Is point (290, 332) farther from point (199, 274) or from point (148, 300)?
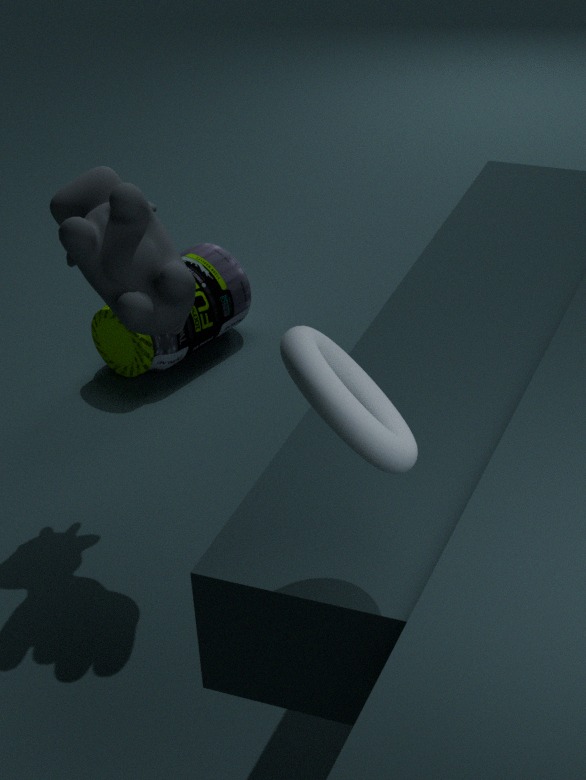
point (199, 274)
